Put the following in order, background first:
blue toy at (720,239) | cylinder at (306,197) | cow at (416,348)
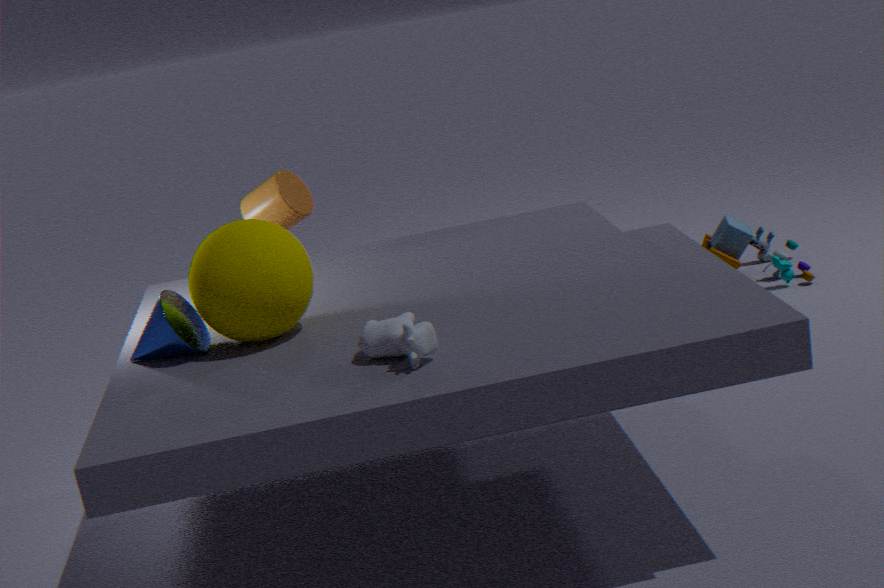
blue toy at (720,239)
cylinder at (306,197)
cow at (416,348)
